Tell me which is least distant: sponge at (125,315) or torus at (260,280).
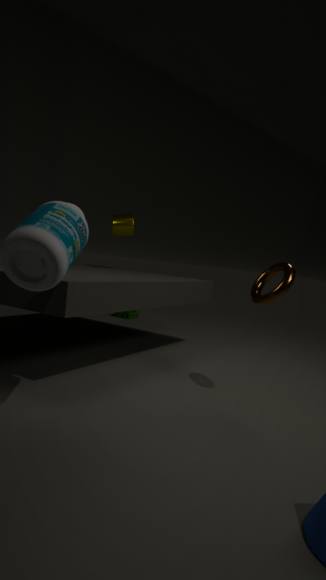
torus at (260,280)
